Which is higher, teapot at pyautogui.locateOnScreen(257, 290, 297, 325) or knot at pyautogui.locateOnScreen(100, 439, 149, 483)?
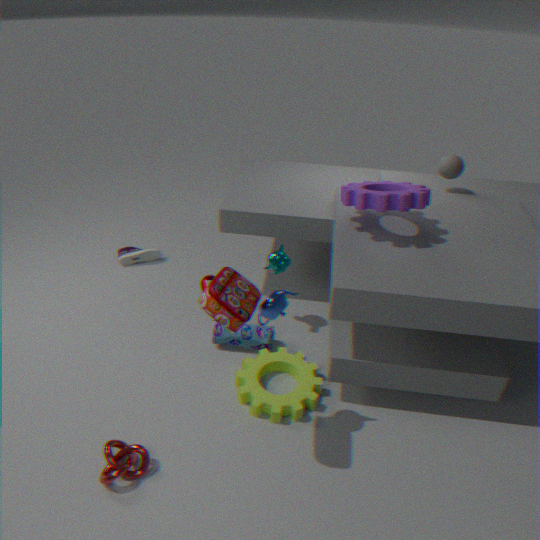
teapot at pyautogui.locateOnScreen(257, 290, 297, 325)
